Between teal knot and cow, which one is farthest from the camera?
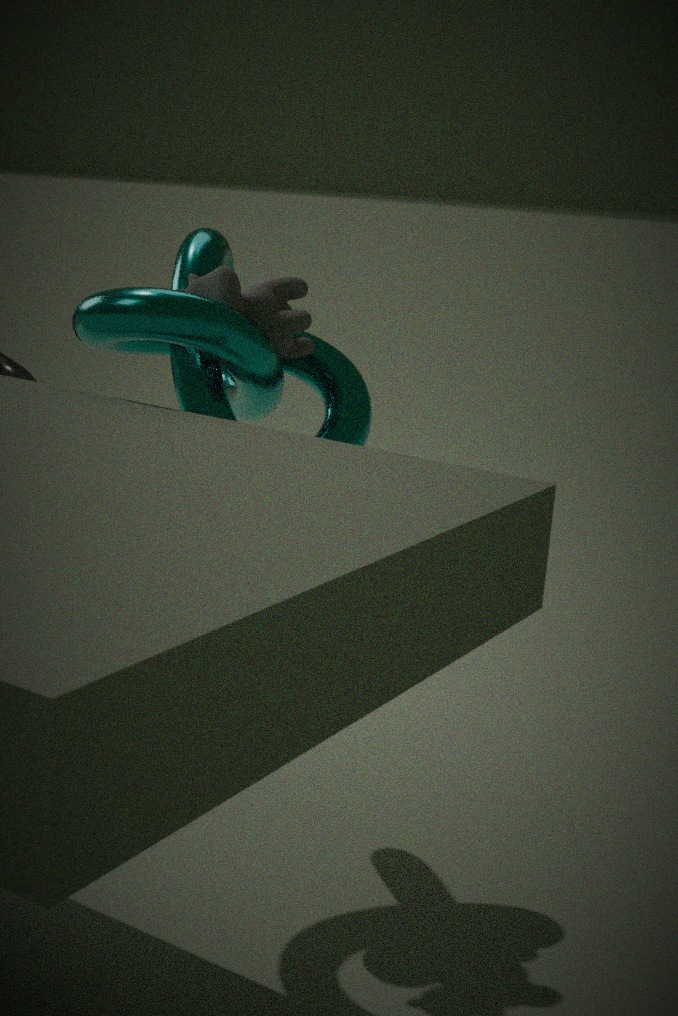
cow
